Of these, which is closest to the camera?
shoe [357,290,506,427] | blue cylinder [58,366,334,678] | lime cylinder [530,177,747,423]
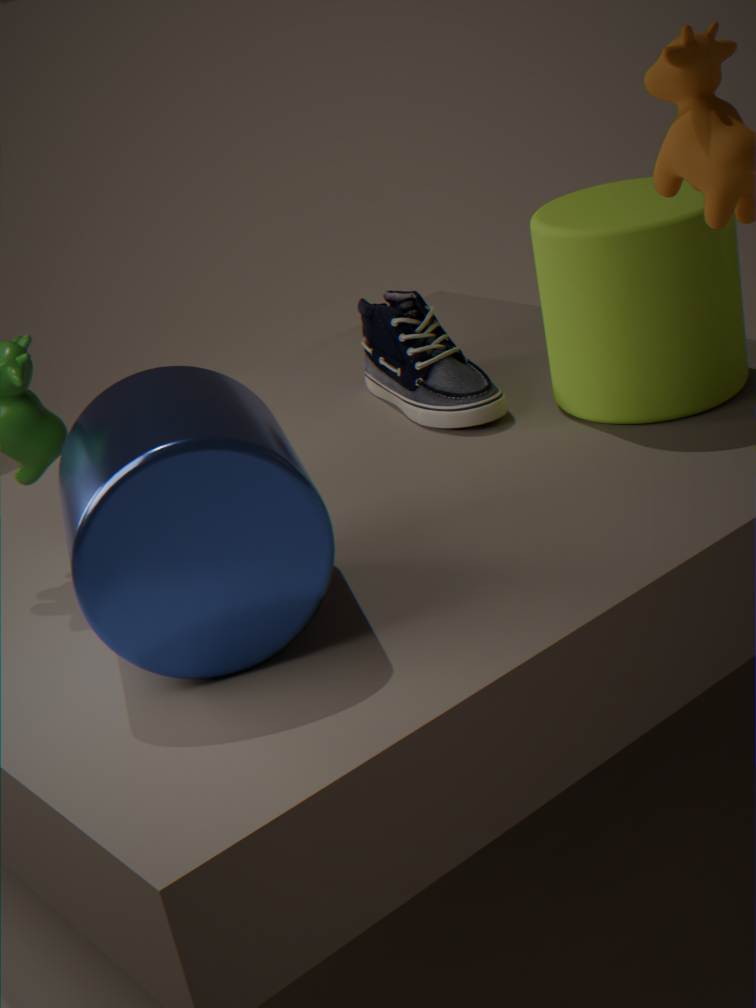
blue cylinder [58,366,334,678]
